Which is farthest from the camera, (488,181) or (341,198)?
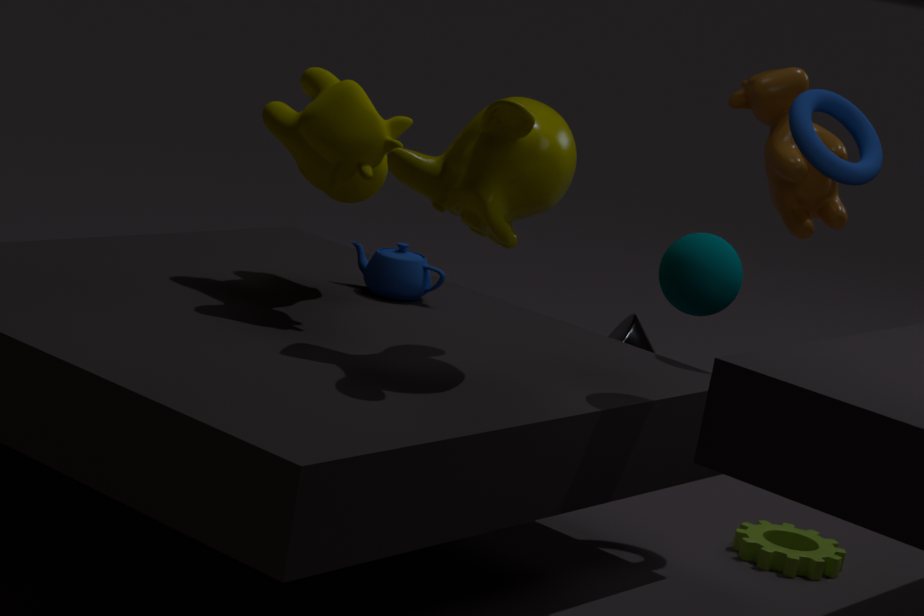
(341,198)
